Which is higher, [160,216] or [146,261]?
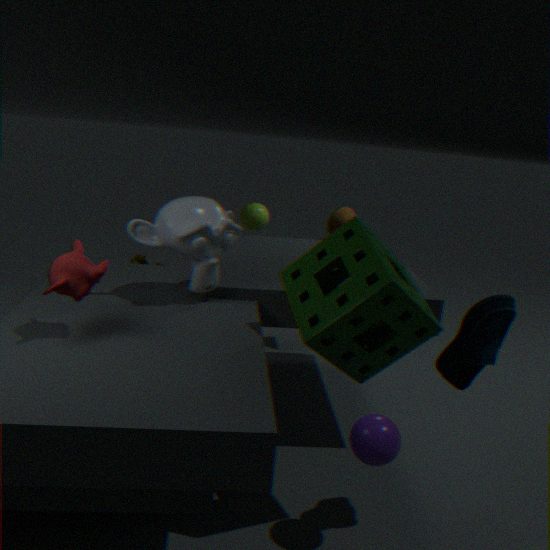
[160,216]
